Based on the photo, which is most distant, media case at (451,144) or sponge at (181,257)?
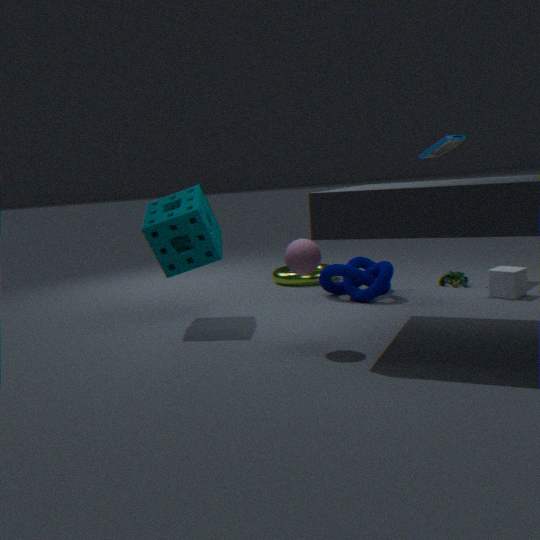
media case at (451,144)
